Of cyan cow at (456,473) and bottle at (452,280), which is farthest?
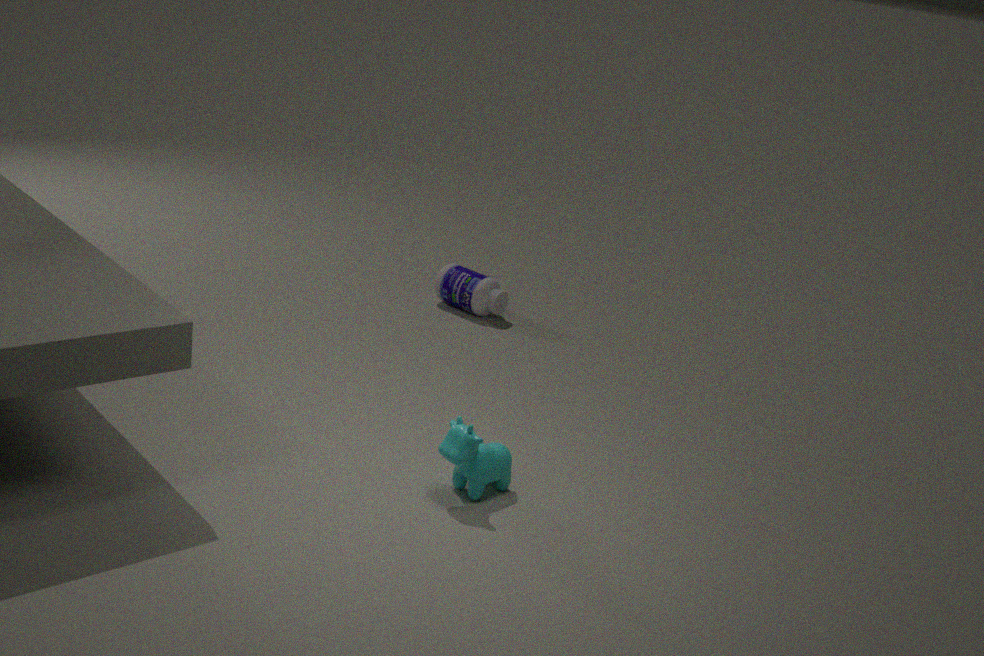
bottle at (452,280)
